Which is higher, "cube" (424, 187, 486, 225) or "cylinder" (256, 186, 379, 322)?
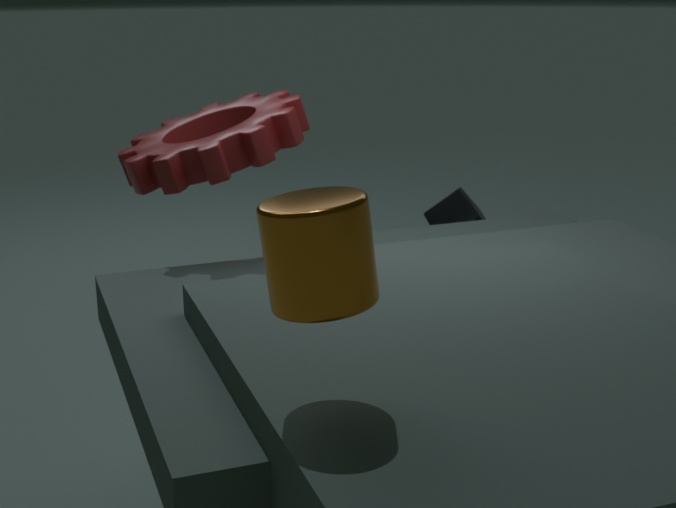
"cylinder" (256, 186, 379, 322)
